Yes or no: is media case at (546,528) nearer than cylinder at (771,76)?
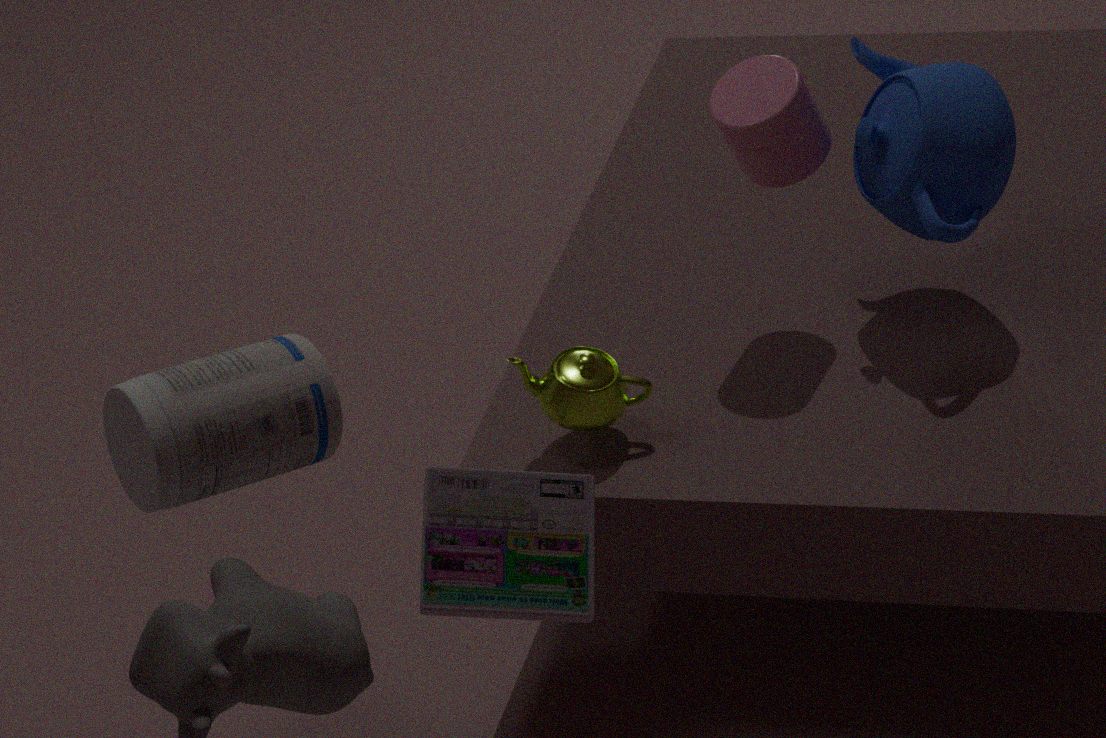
Yes
